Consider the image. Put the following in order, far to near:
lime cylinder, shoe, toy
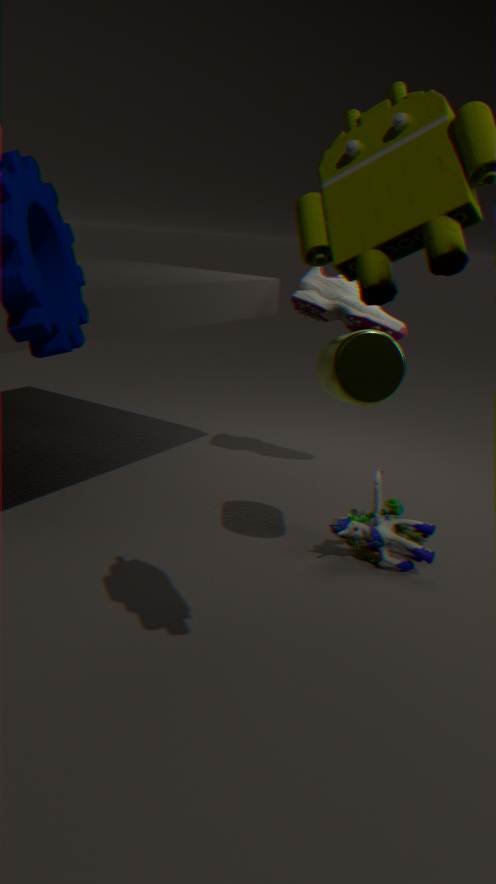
shoe, toy, lime cylinder
